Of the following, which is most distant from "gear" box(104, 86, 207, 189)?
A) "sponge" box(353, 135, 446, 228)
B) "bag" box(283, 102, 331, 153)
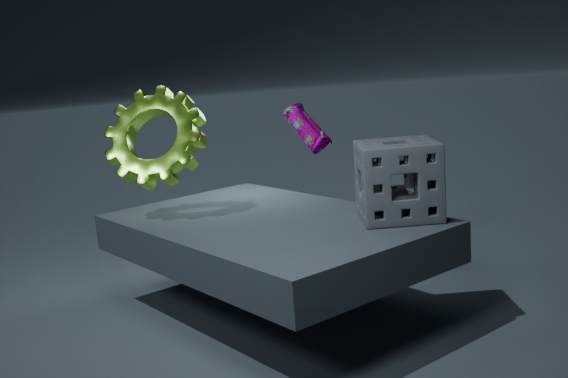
"sponge" box(353, 135, 446, 228)
